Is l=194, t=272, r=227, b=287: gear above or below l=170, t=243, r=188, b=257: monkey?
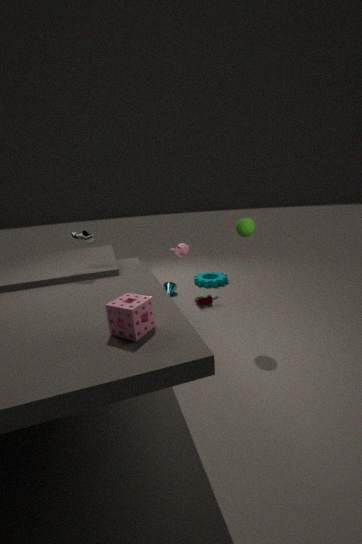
below
